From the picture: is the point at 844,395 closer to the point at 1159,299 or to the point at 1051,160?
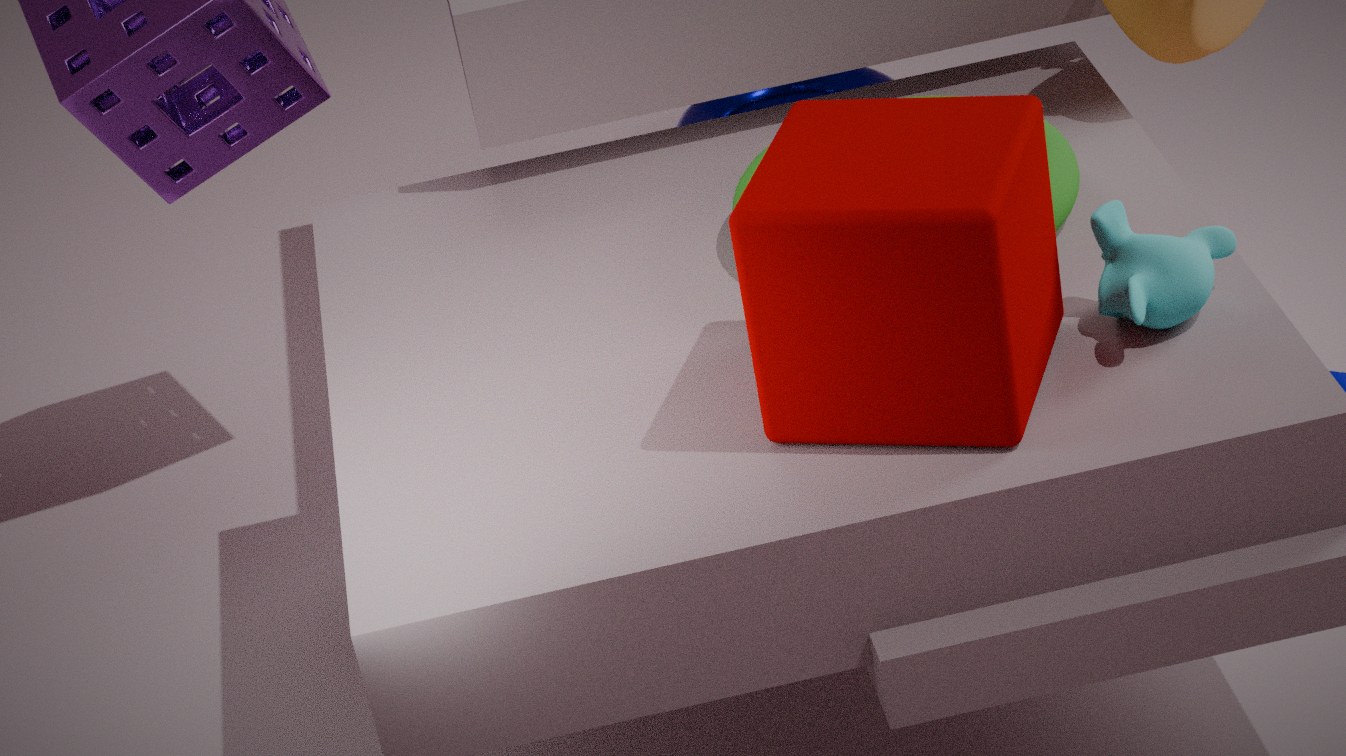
the point at 1159,299
